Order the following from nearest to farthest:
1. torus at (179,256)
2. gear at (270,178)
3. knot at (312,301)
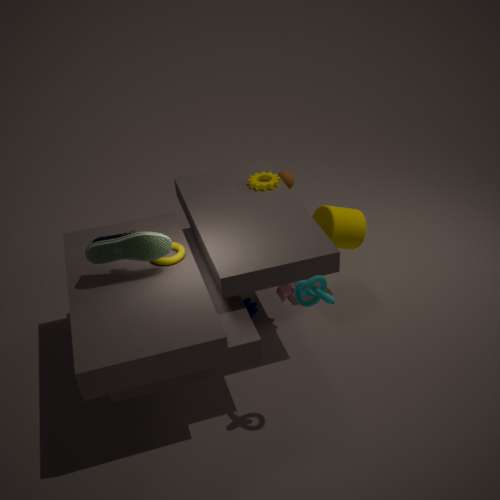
knot at (312,301) → torus at (179,256) → gear at (270,178)
